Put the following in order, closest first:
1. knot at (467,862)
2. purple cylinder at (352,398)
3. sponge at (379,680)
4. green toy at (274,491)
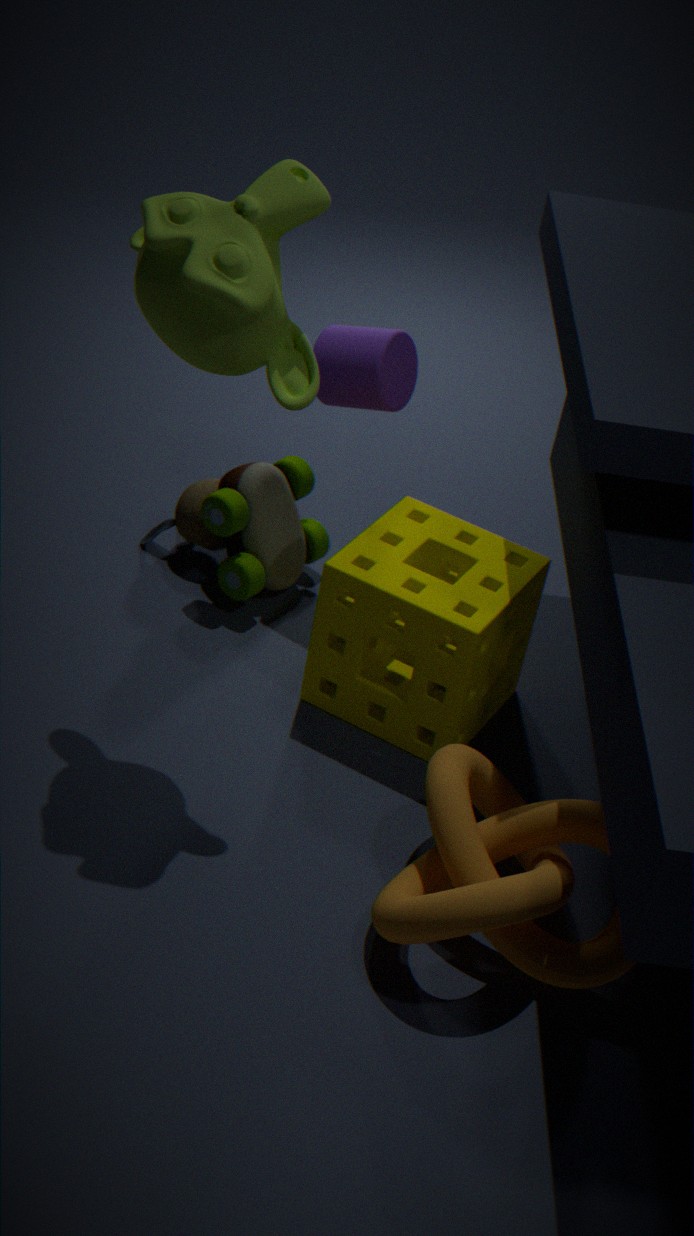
knot at (467,862), sponge at (379,680), purple cylinder at (352,398), green toy at (274,491)
